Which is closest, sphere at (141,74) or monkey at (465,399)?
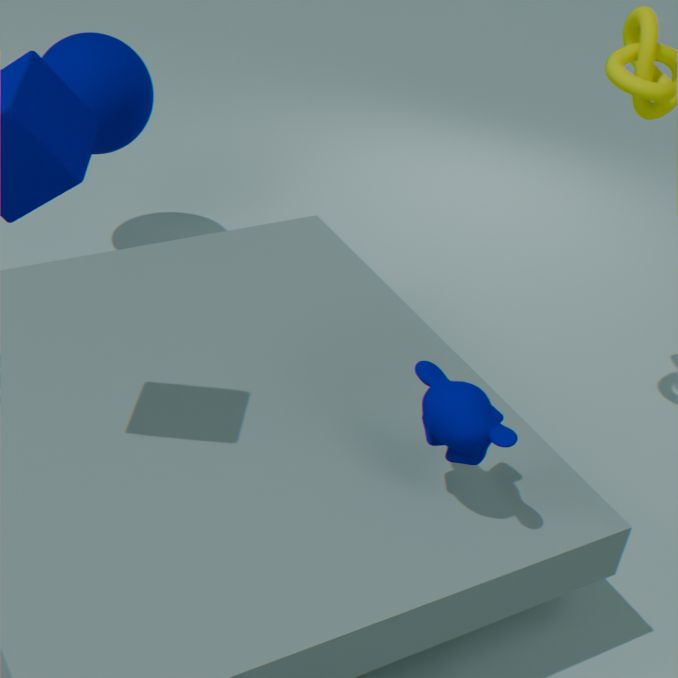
monkey at (465,399)
